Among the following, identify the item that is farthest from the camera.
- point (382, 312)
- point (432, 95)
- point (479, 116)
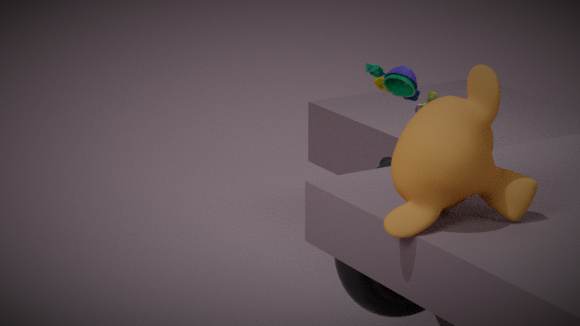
point (432, 95)
